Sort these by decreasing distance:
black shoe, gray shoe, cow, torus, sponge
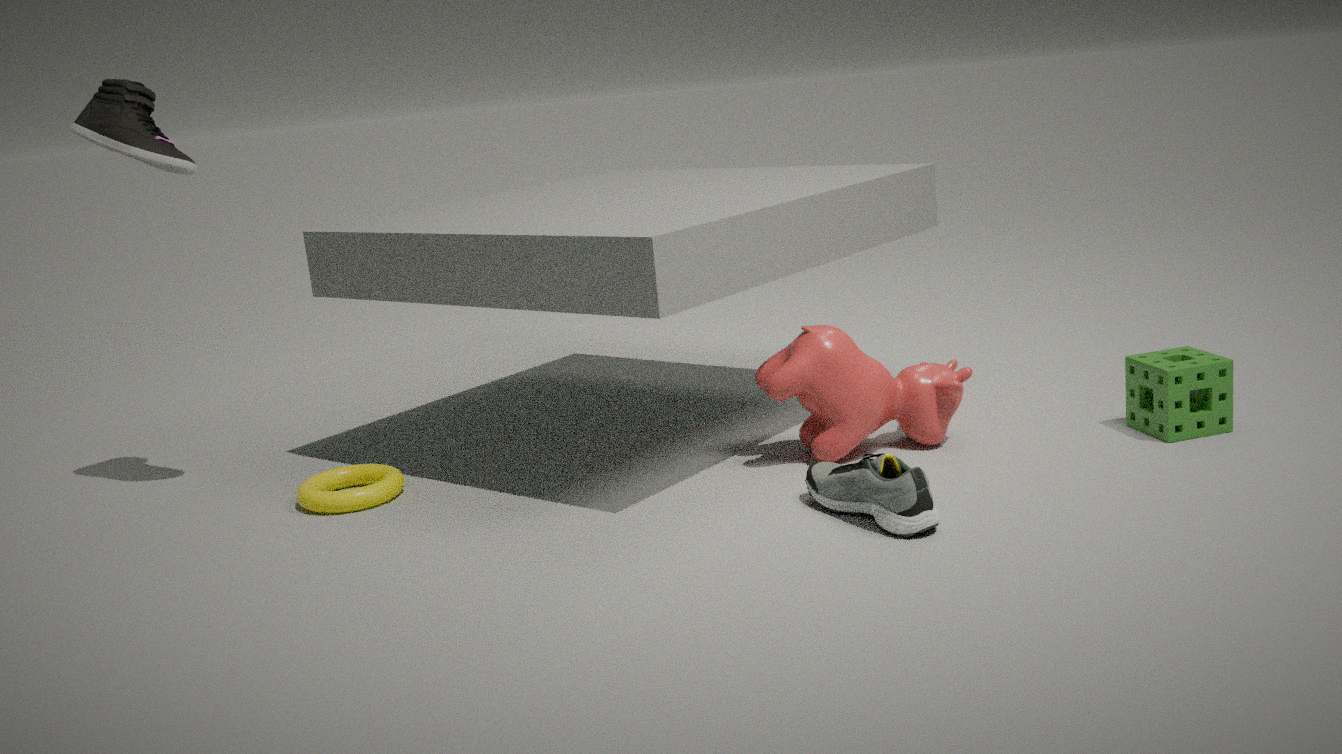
black shoe, torus, cow, sponge, gray shoe
